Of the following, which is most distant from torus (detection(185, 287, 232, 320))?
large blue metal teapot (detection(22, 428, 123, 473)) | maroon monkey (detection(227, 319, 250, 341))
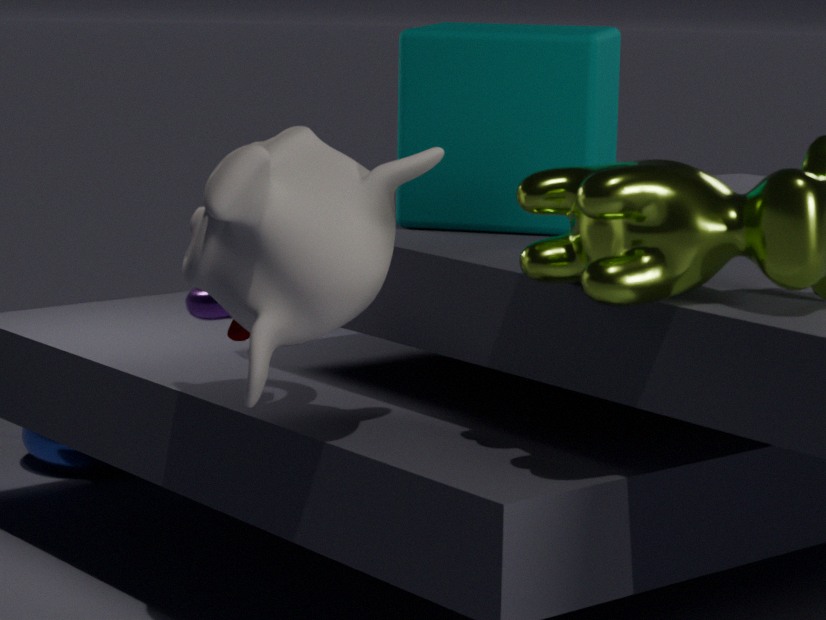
large blue metal teapot (detection(22, 428, 123, 473))
